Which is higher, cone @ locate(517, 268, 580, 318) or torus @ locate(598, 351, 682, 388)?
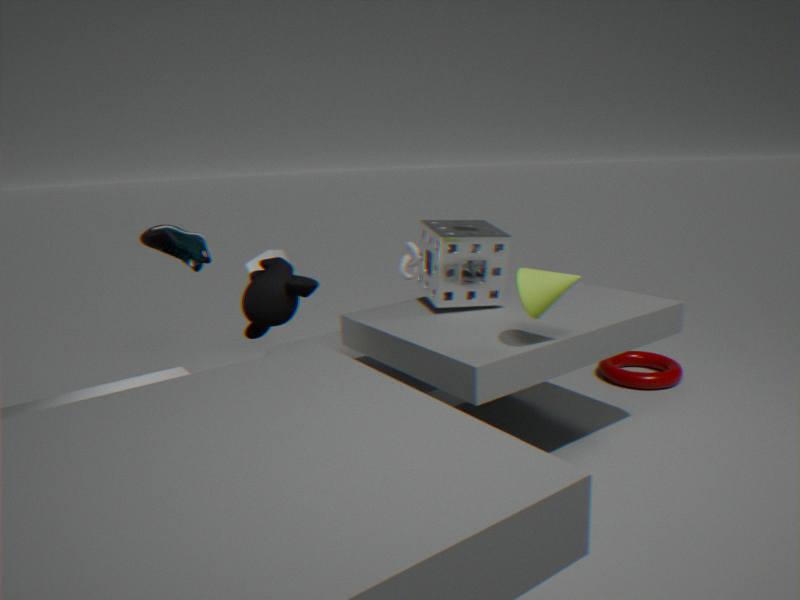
cone @ locate(517, 268, 580, 318)
